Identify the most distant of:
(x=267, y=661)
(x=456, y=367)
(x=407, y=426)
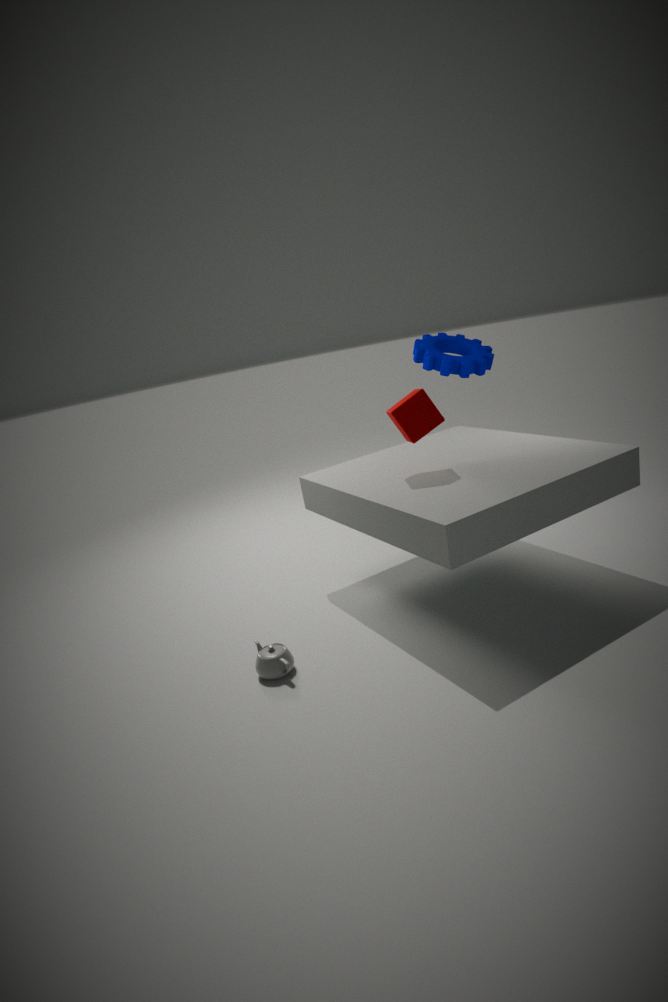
(x=456, y=367)
